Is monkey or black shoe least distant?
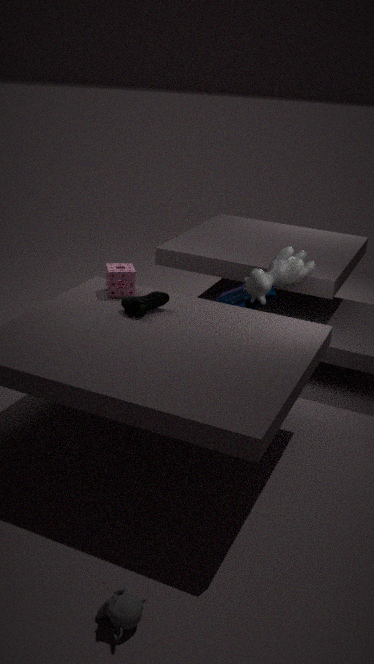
monkey
